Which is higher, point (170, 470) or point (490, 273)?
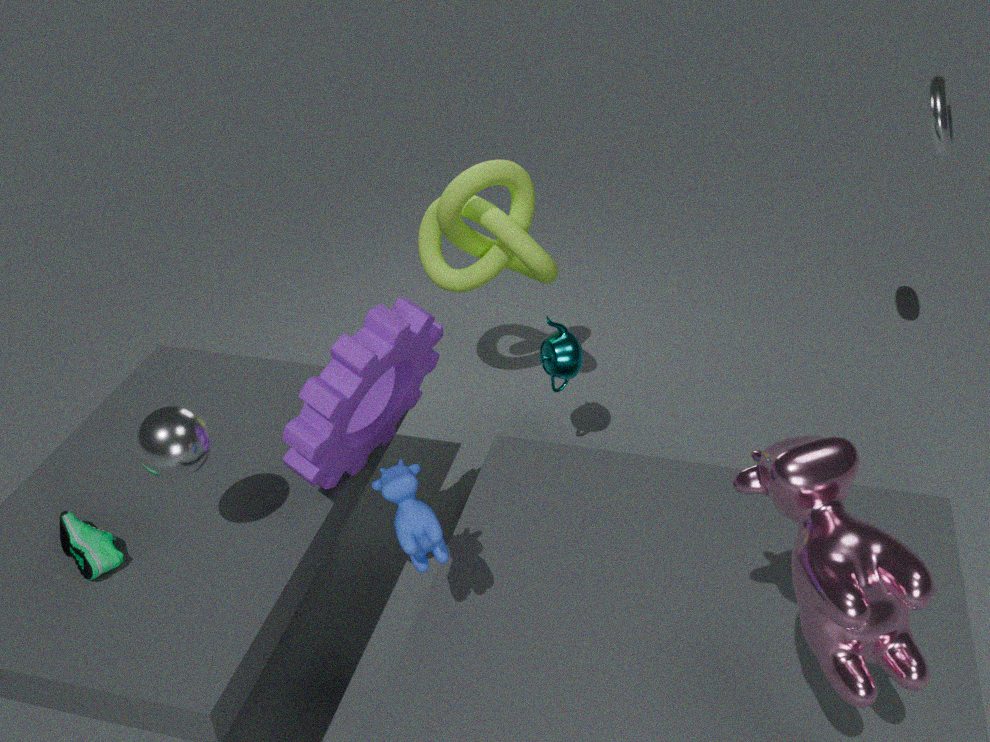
point (170, 470)
